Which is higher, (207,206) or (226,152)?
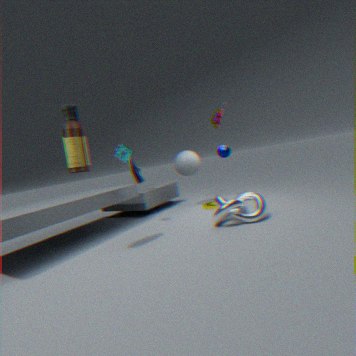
(226,152)
